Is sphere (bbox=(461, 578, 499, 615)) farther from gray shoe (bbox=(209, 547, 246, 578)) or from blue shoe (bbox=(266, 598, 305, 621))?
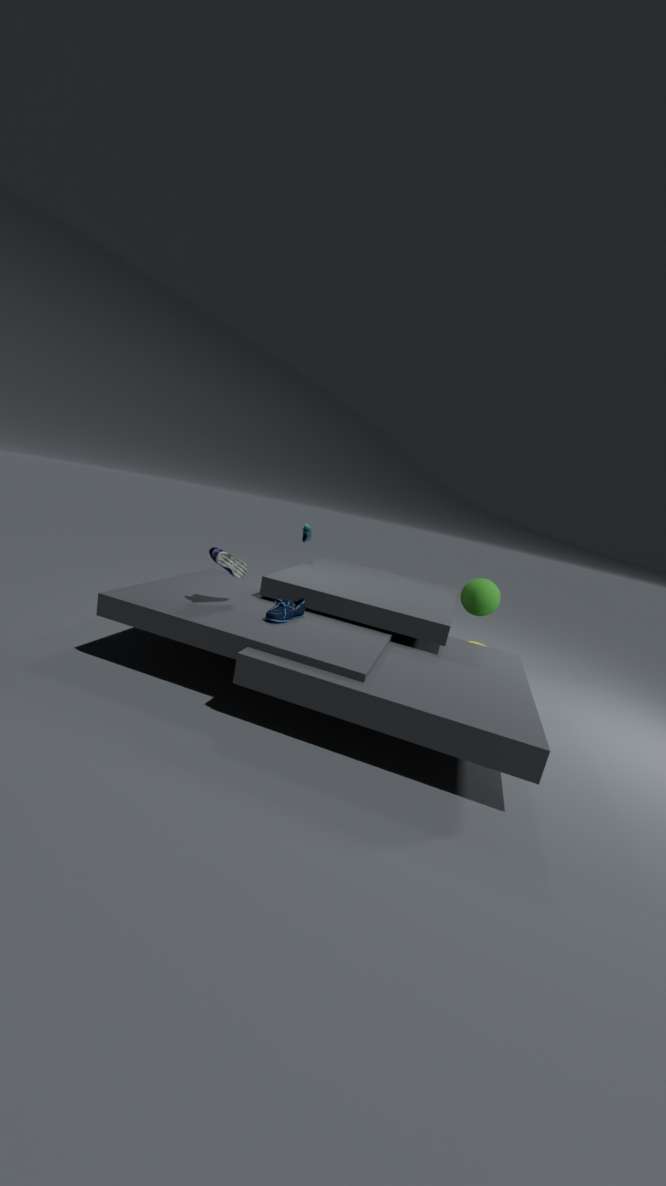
gray shoe (bbox=(209, 547, 246, 578))
